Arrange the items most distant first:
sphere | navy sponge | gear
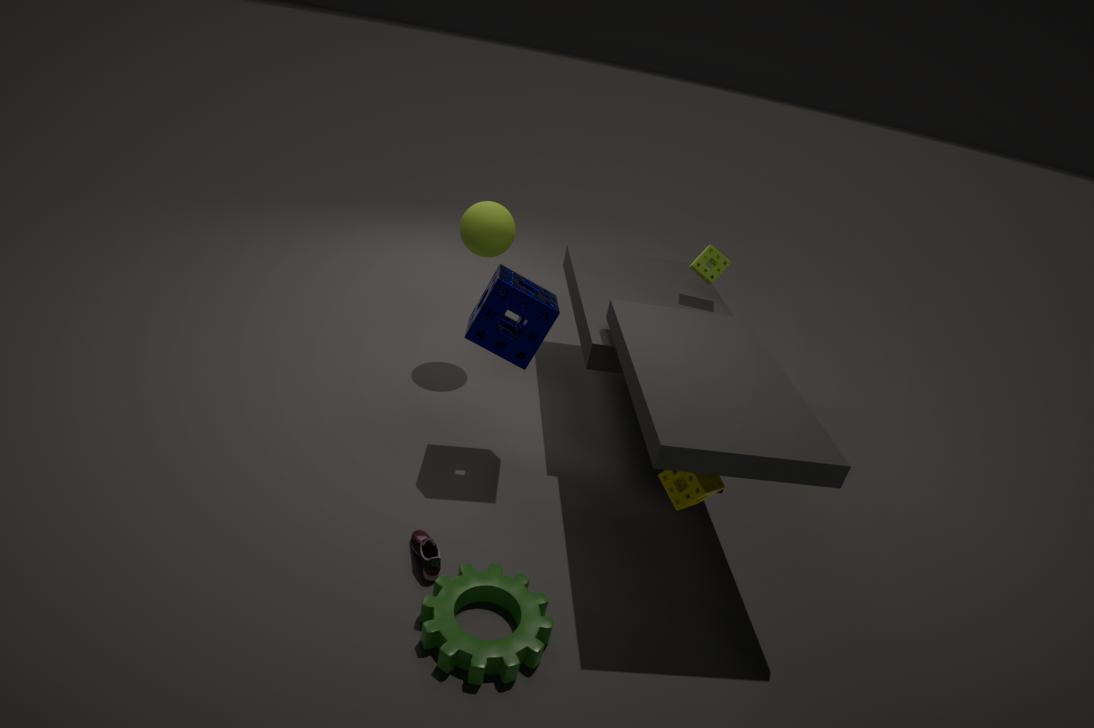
sphere, navy sponge, gear
